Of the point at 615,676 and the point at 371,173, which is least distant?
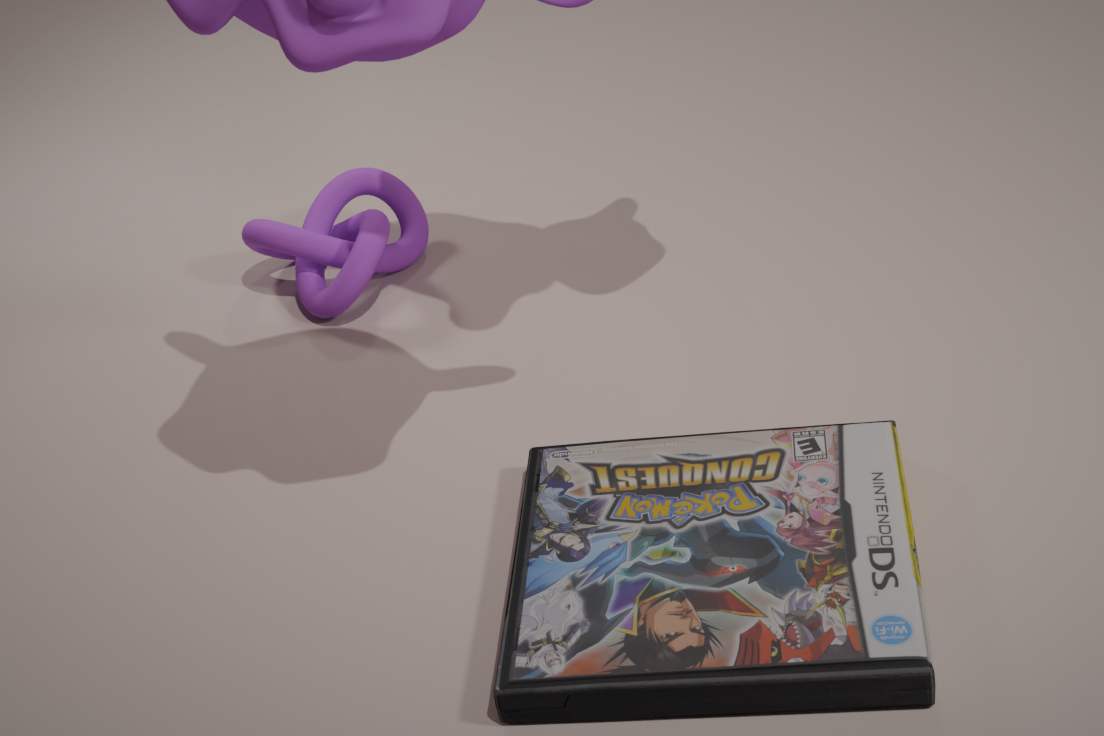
the point at 615,676
